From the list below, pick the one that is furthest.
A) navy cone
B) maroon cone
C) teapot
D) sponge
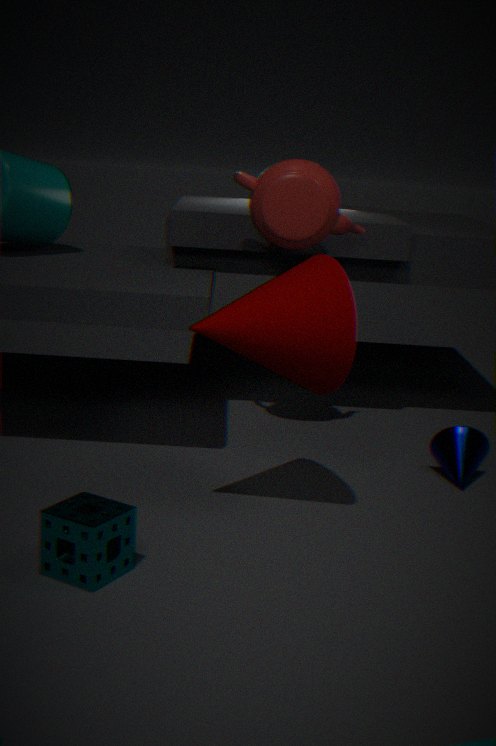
teapot
